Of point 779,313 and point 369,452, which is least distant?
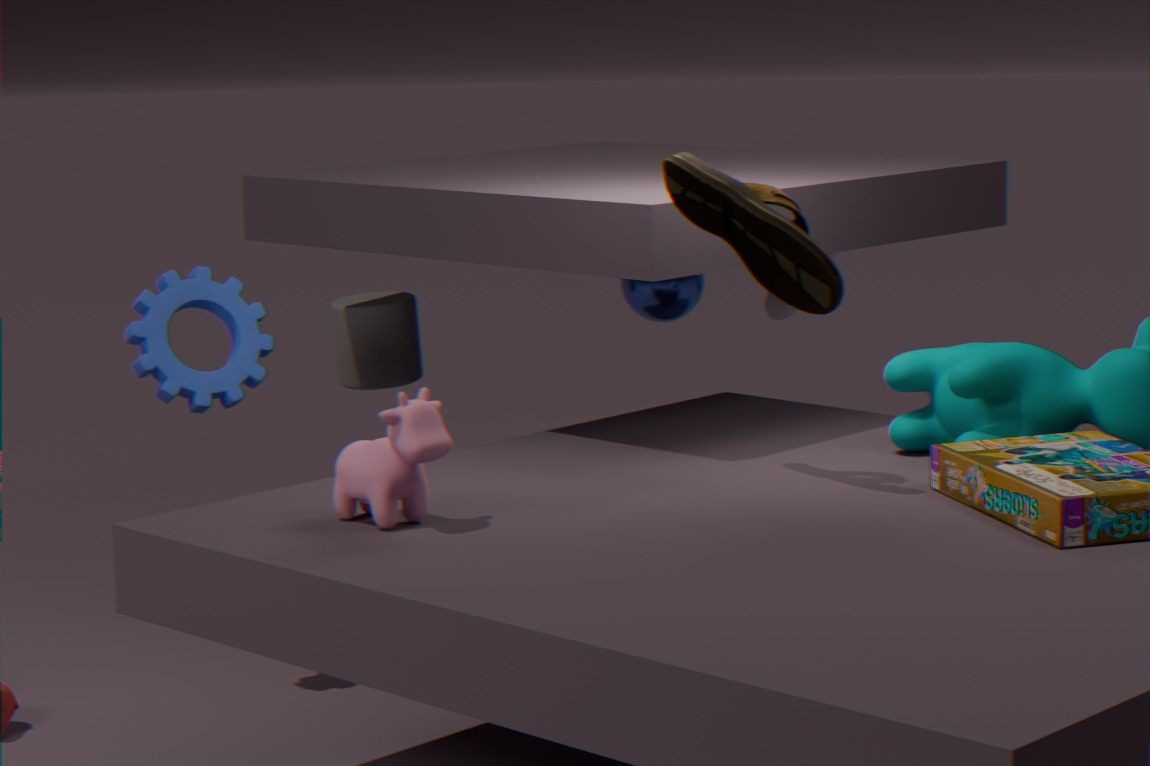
point 369,452
